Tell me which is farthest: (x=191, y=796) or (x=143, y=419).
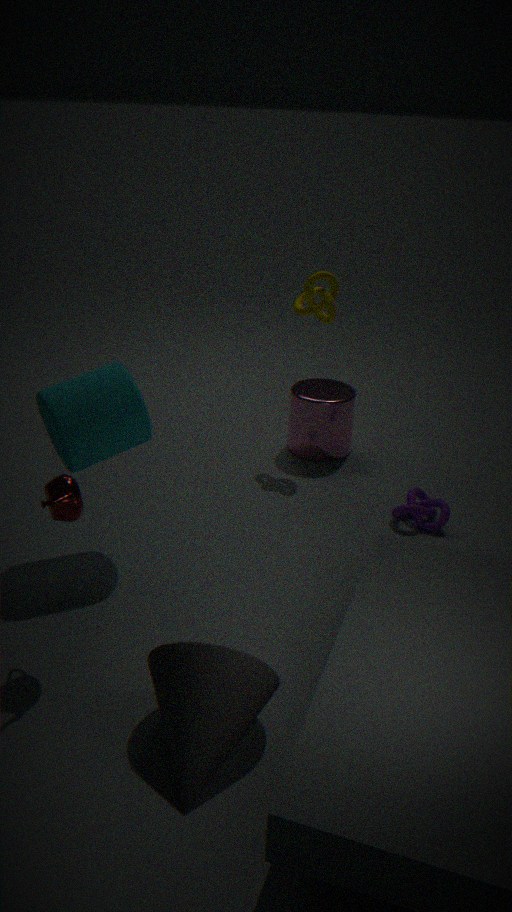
(x=143, y=419)
